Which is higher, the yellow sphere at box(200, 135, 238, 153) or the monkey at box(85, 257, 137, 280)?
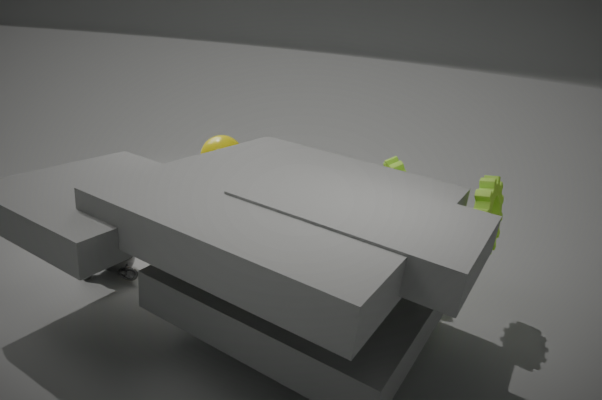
the yellow sphere at box(200, 135, 238, 153)
